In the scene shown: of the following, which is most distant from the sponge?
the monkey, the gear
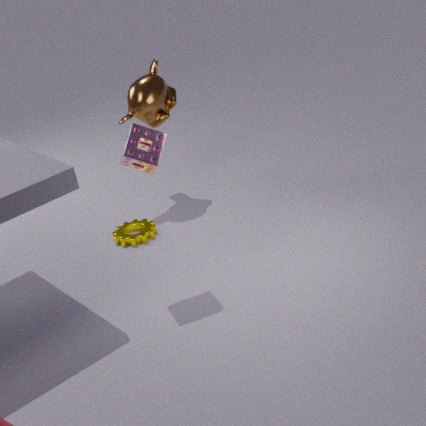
the monkey
